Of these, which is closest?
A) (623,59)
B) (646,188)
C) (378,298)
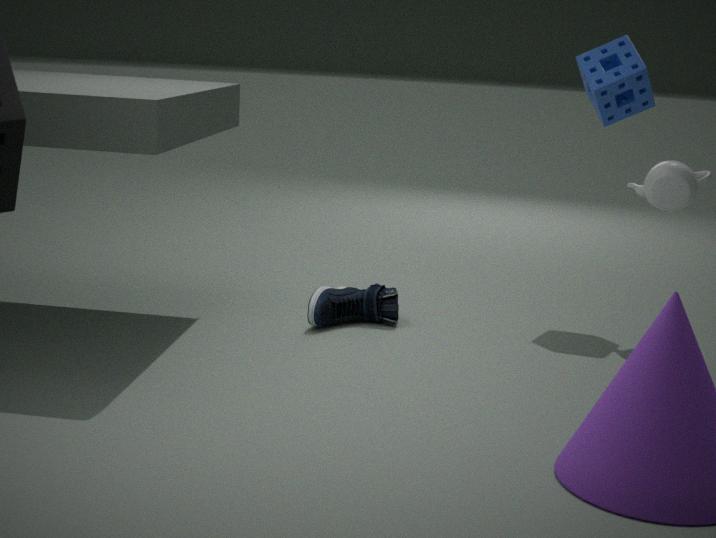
(646,188)
